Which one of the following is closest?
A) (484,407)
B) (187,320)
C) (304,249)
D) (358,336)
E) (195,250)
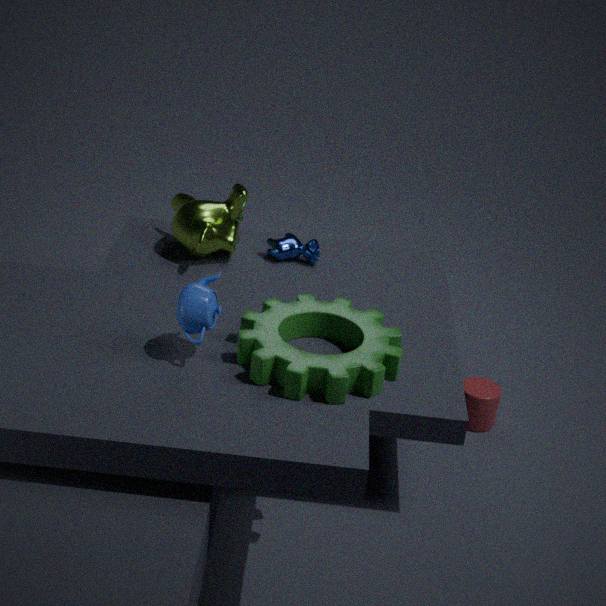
B. (187,320)
